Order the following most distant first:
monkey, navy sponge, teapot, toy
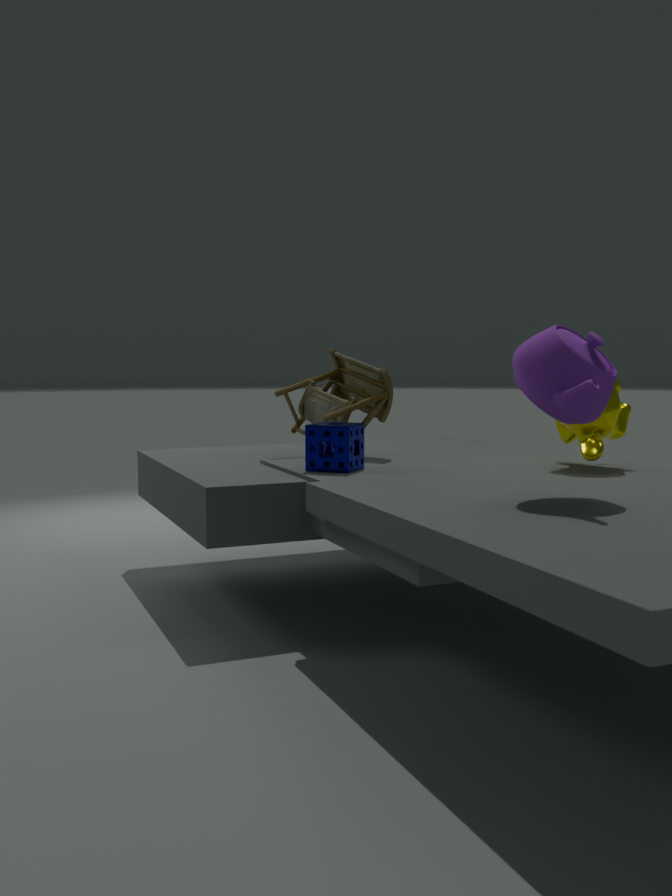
toy < navy sponge < monkey < teapot
